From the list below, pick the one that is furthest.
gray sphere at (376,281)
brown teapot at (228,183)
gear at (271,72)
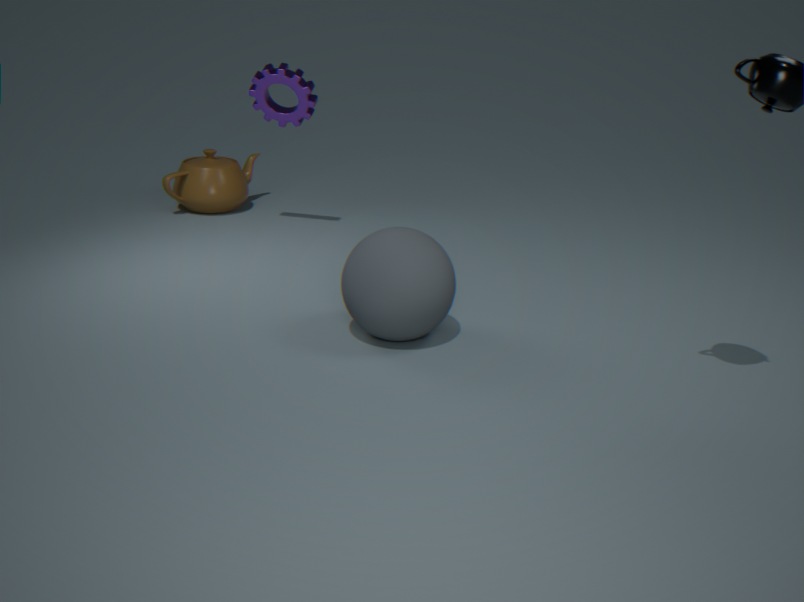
brown teapot at (228,183)
